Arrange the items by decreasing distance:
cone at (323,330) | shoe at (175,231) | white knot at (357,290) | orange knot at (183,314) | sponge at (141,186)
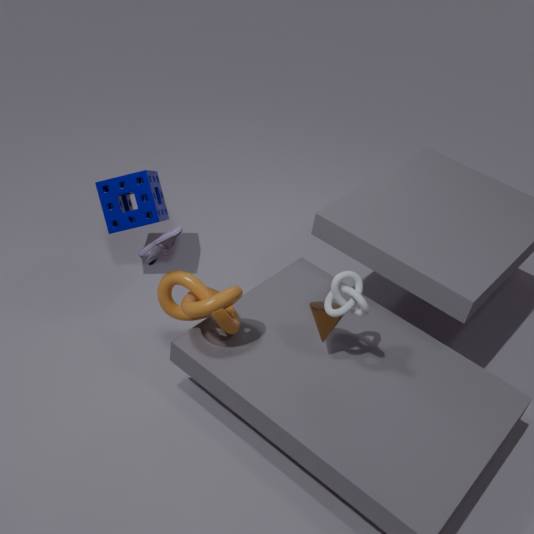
sponge at (141,186) → cone at (323,330) → orange knot at (183,314) → shoe at (175,231) → white knot at (357,290)
